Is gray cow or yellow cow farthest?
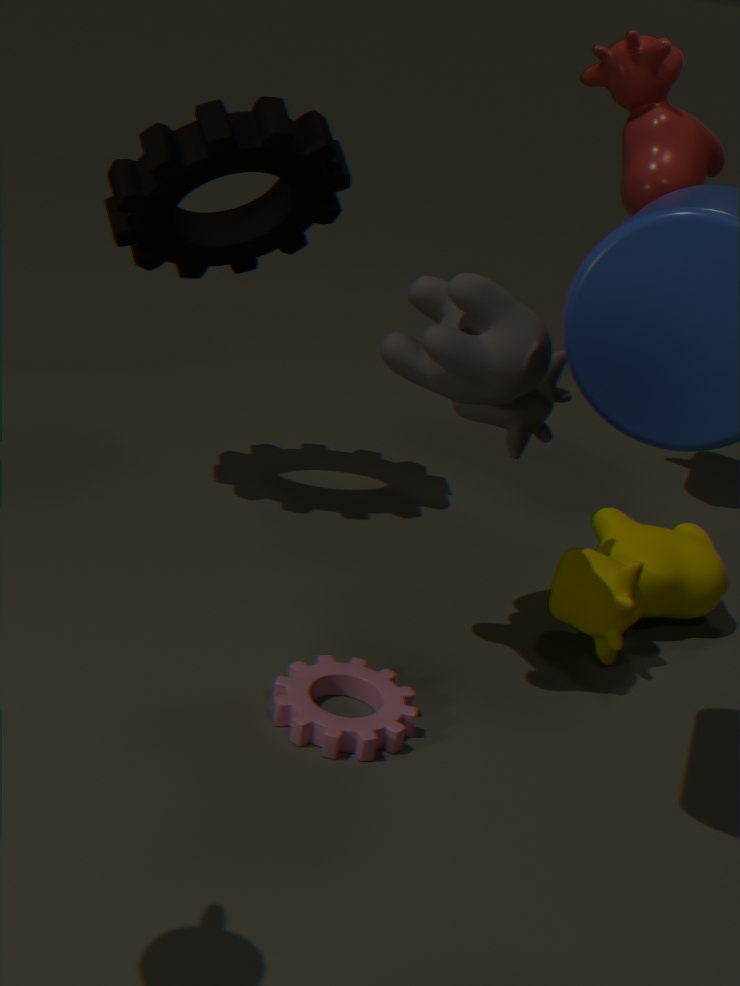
yellow cow
